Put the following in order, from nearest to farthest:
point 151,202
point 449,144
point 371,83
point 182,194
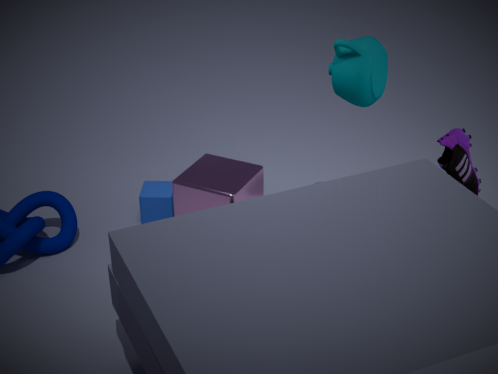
point 449,144
point 371,83
point 182,194
point 151,202
